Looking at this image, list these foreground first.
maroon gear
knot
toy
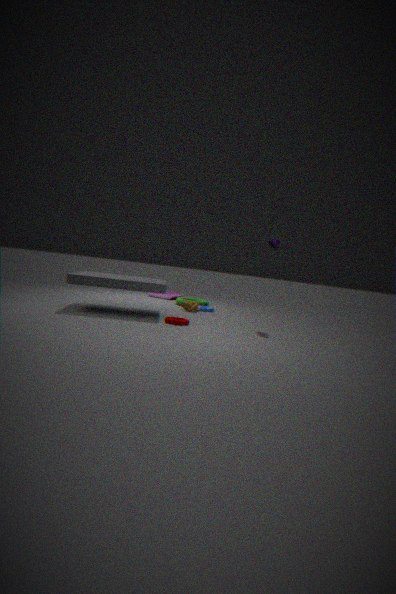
maroon gear
knot
toy
